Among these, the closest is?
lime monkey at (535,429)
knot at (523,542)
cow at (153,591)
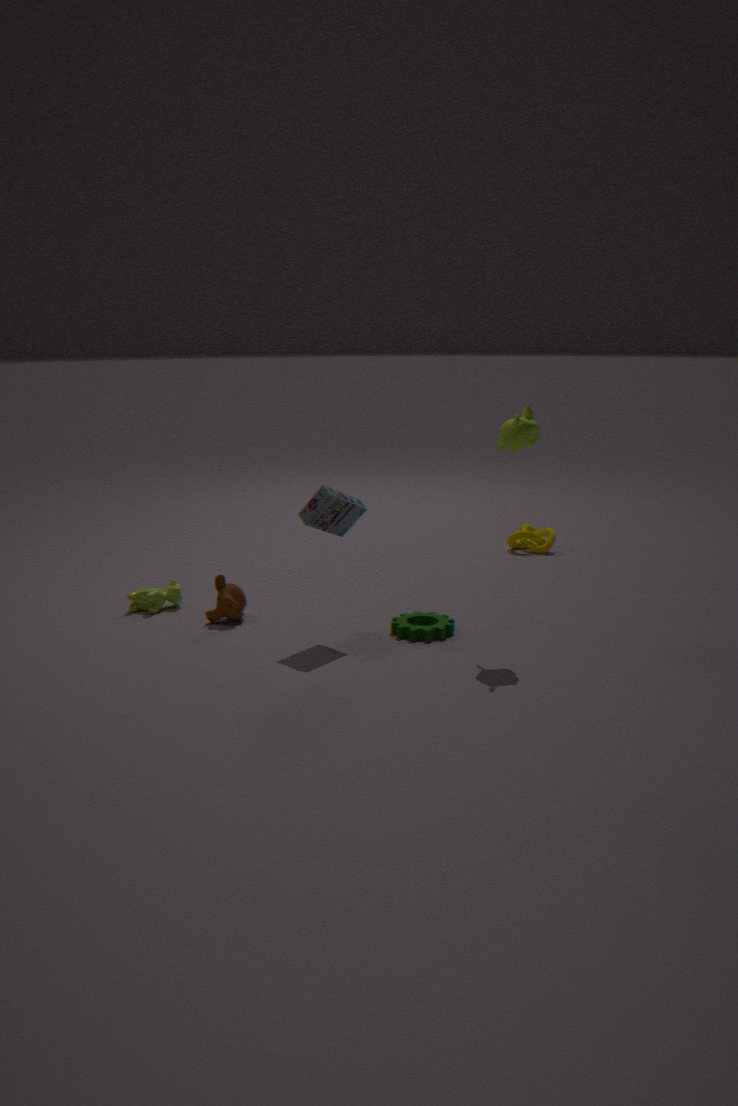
lime monkey at (535,429)
